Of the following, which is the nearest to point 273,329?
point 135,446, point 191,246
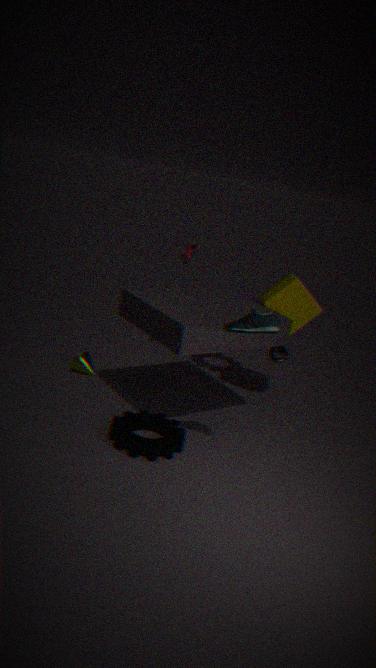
point 135,446
